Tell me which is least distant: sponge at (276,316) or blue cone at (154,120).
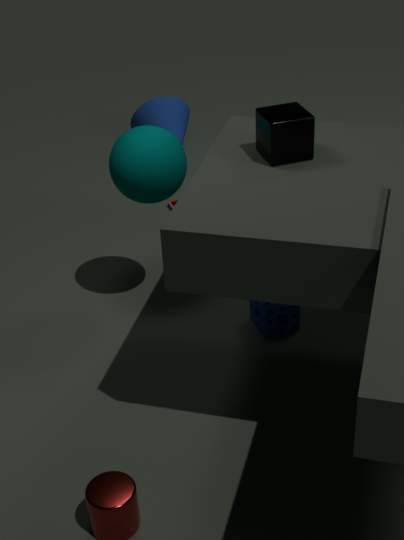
sponge at (276,316)
